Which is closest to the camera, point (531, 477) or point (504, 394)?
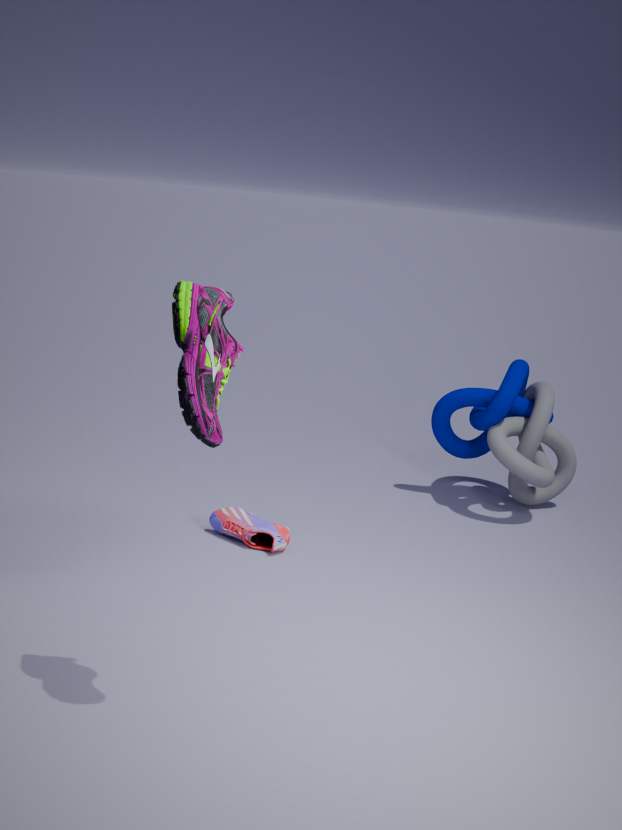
point (531, 477)
